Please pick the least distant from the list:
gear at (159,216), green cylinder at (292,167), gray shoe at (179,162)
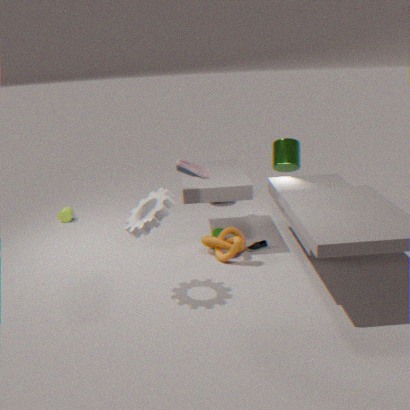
gear at (159,216)
